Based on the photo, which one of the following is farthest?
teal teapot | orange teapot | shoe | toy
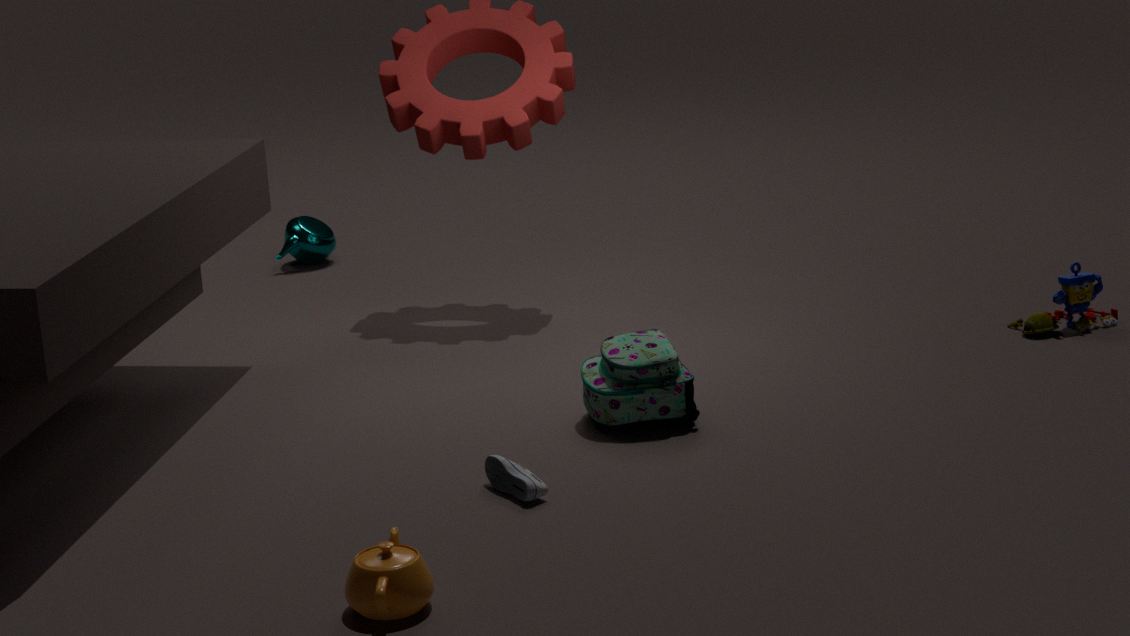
teal teapot
